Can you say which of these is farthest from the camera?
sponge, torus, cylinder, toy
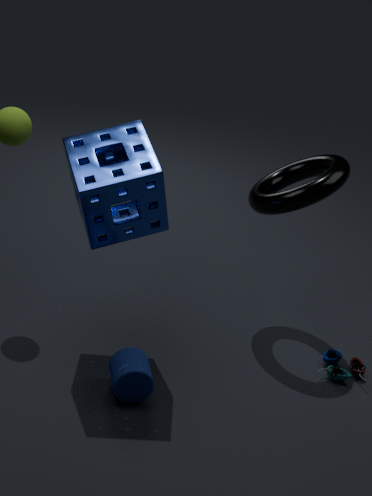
toy
